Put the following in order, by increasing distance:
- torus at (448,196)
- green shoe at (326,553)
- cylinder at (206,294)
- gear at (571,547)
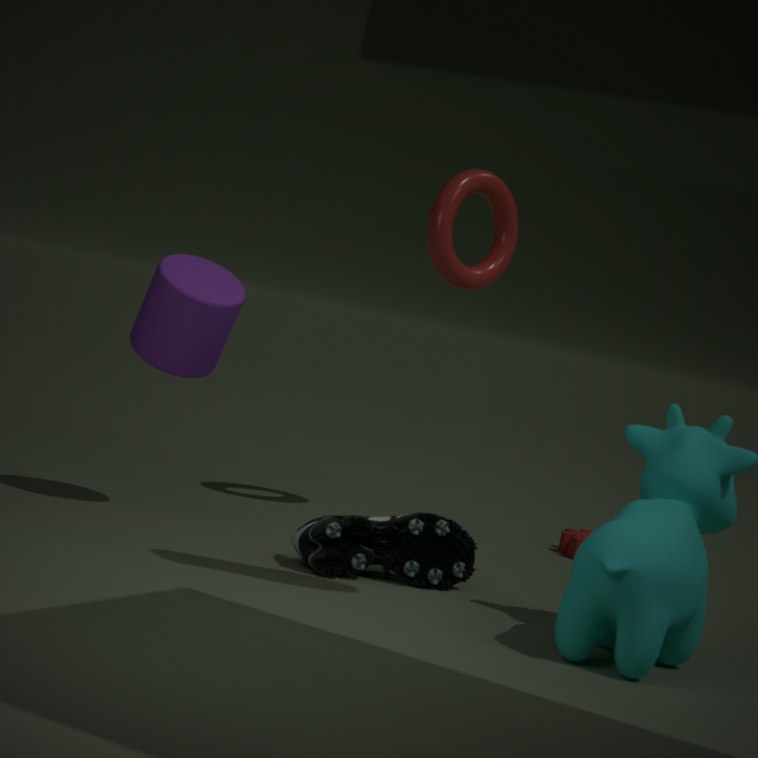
green shoe at (326,553)
cylinder at (206,294)
torus at (448,196)
gear at (571,547)
